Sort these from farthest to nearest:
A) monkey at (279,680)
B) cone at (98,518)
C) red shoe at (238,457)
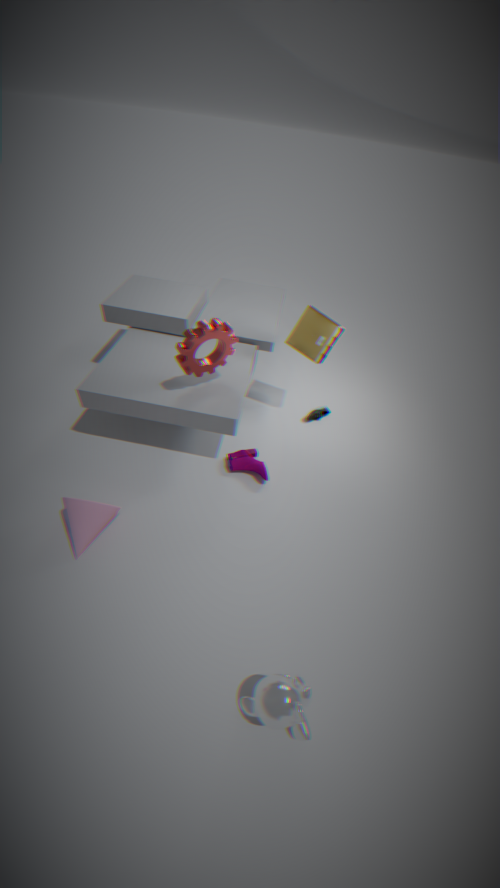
red shoe at (238,457) → cone at (98,518) → monkey at (279,680)
